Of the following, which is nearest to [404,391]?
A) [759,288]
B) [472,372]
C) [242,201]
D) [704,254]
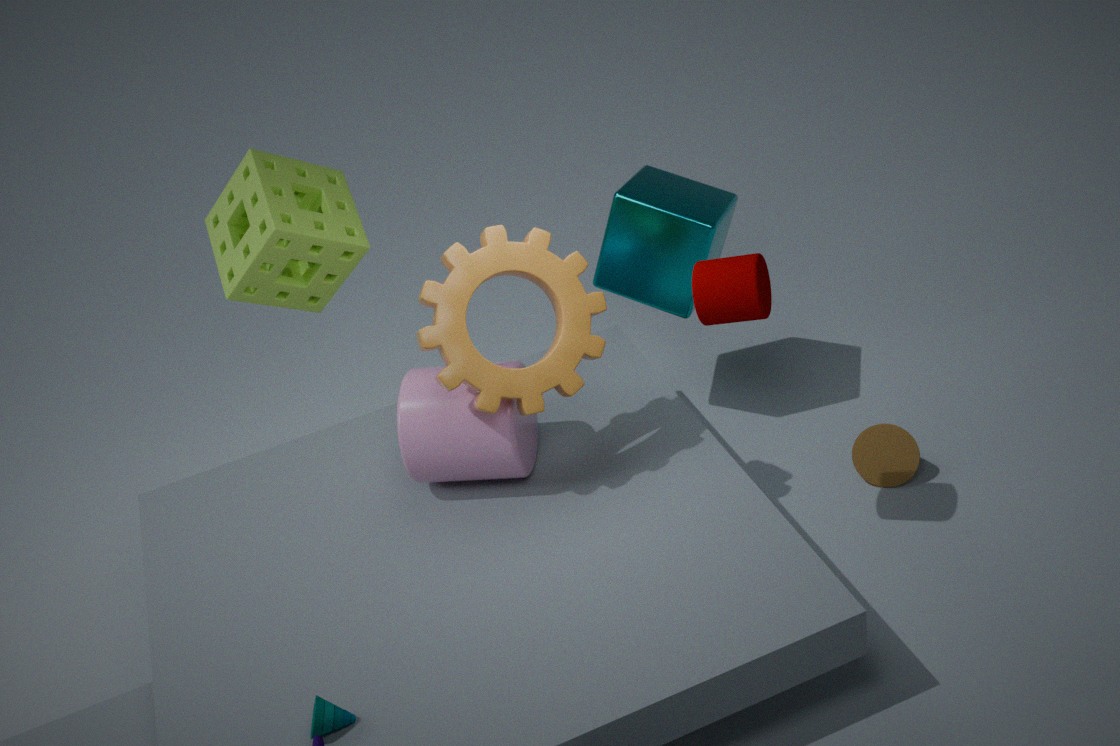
[472,372]
